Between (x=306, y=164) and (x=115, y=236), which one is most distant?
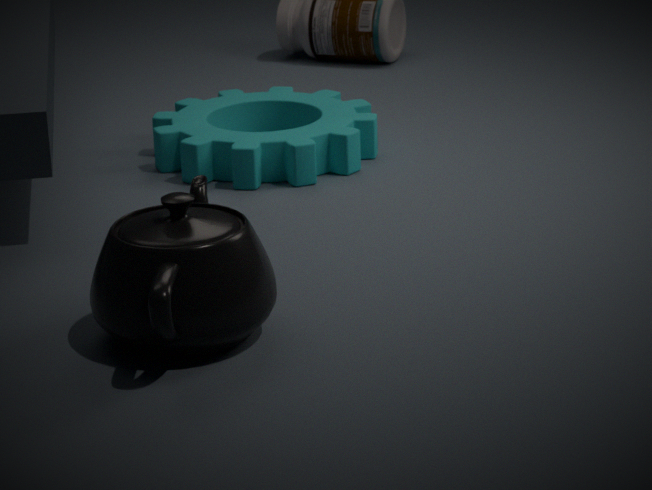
(x=306, y=164)
